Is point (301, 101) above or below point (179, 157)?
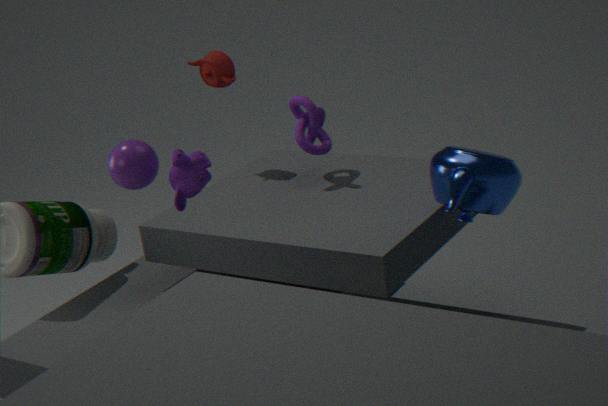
below
